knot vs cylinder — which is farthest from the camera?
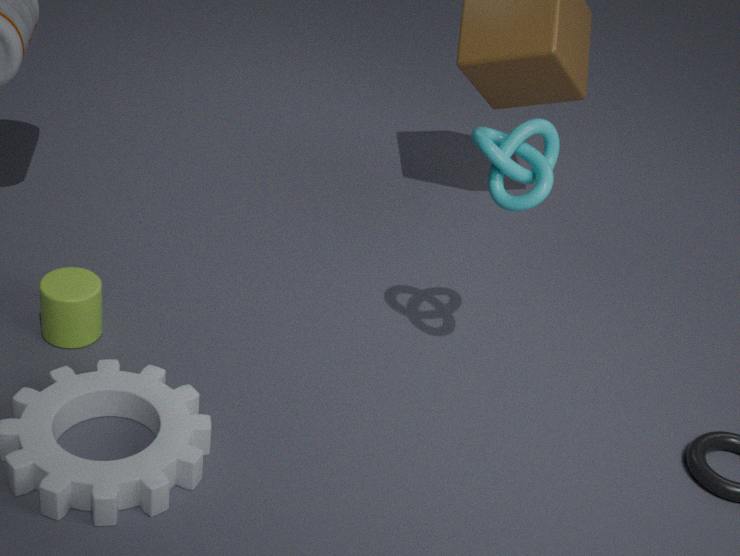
cylinder
